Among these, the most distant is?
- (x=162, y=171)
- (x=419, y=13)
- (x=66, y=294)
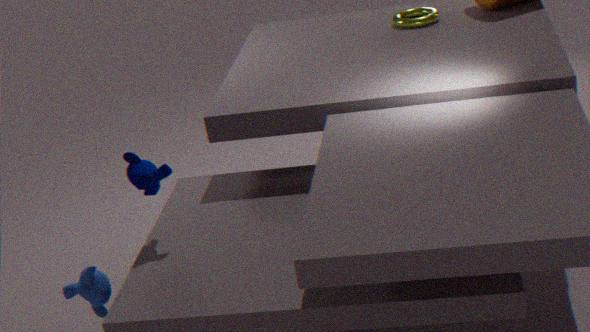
(x=419, y=13)
